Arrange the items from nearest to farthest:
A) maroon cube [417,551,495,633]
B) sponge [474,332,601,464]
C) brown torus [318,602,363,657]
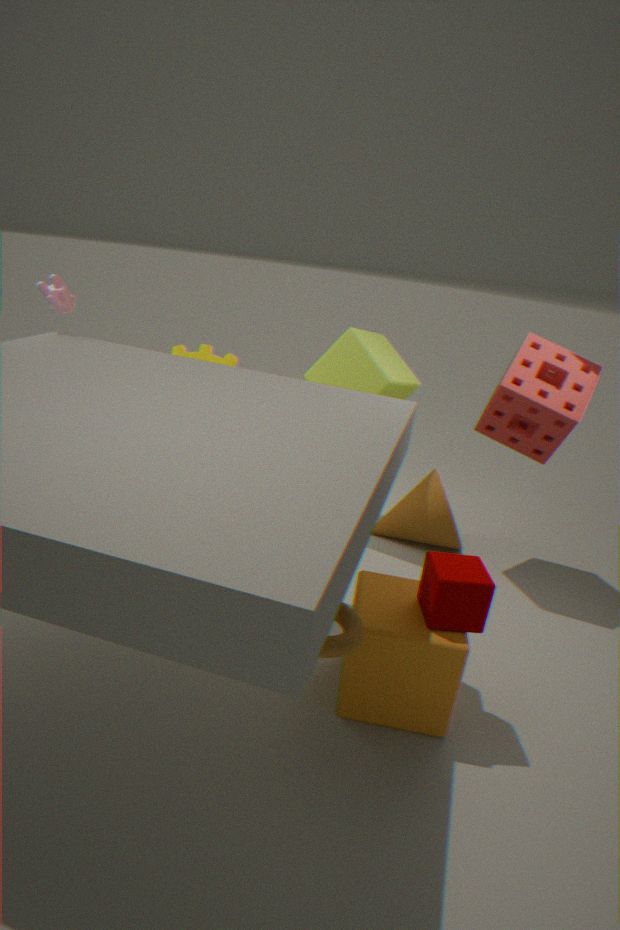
C. brown torus [318,602,363,657] < A. maroon cube [417,551,495,633] < B. sponge [474,332,601,464]
